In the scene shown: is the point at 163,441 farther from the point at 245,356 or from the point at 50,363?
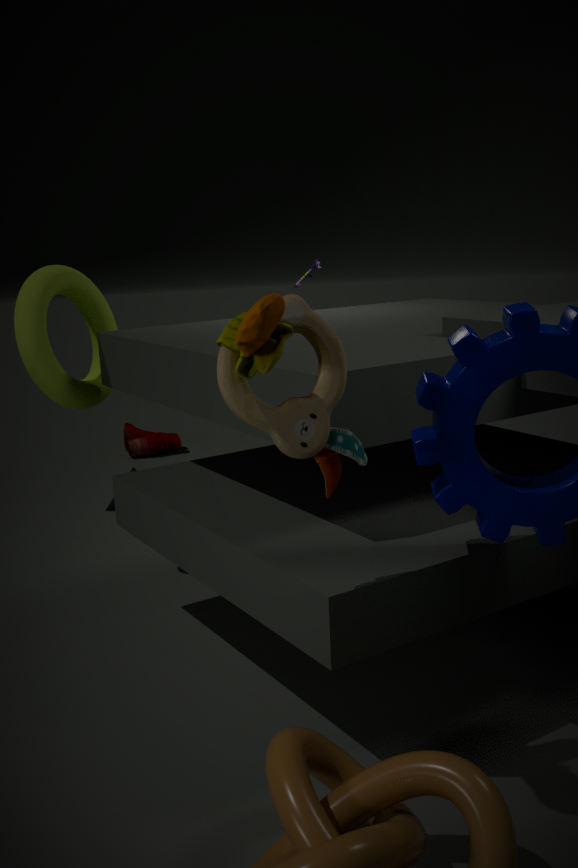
the point at 245,356
